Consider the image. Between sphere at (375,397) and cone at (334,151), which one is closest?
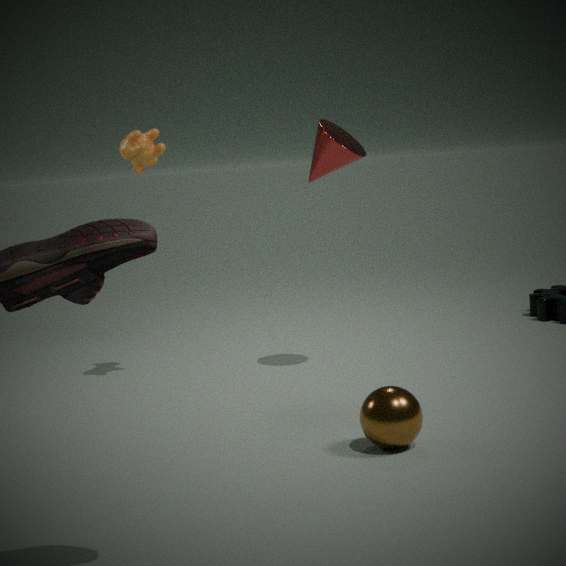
sphere at (375,397)
